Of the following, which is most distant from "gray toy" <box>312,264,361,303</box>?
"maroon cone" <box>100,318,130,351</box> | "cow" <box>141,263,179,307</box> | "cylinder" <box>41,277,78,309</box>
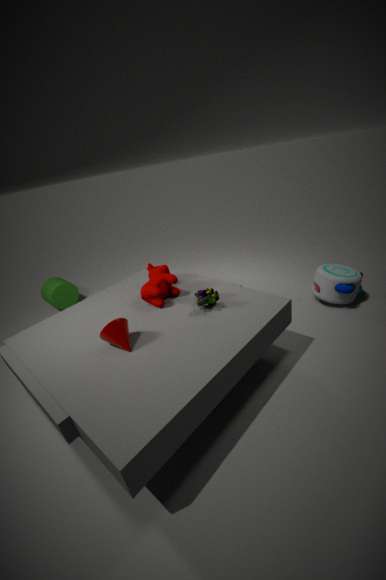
"cylinder" <box>41,277,78,309</box>
